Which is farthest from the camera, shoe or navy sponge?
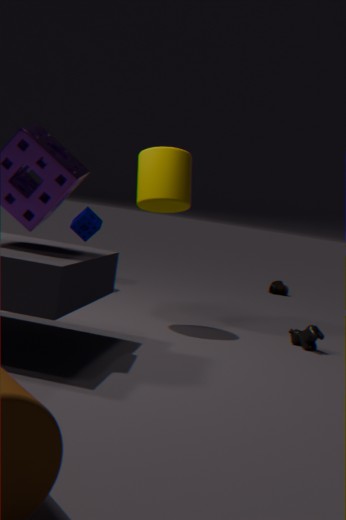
shoe
